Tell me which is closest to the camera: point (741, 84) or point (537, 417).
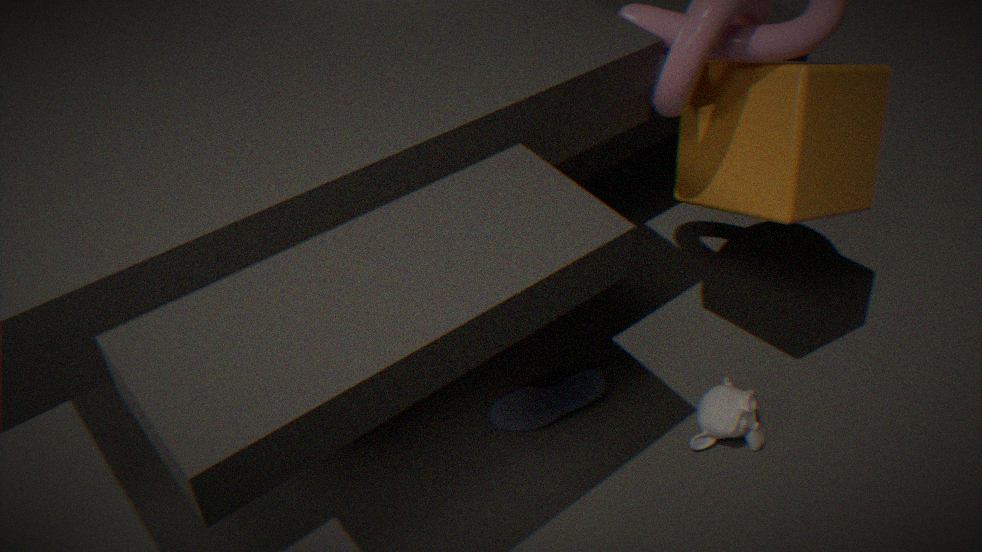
point (741, 84)
